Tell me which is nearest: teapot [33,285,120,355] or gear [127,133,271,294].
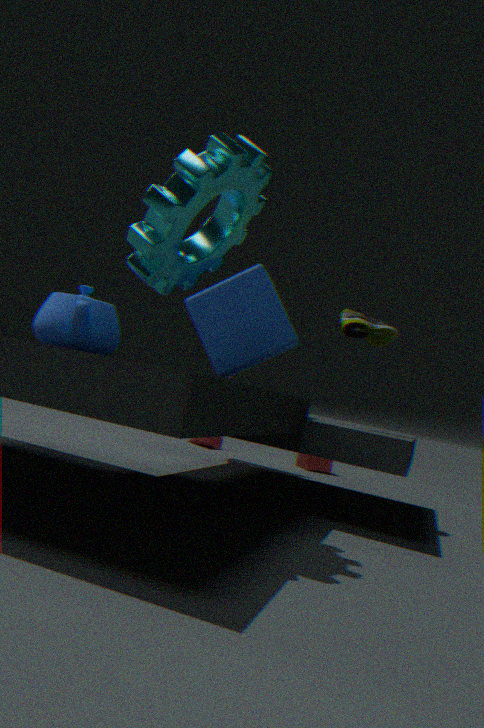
gear [127,133,271,294]
